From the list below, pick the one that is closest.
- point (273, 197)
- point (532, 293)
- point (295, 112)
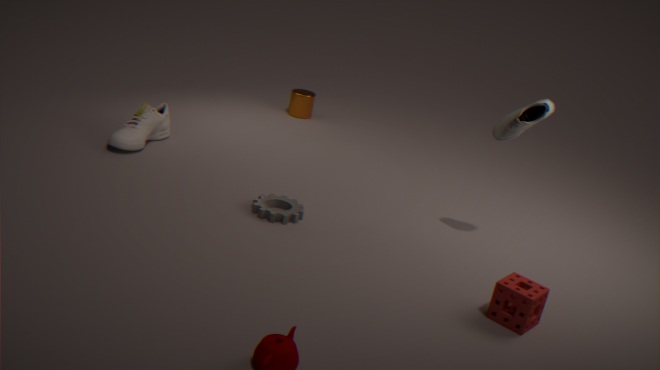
point (532, 293)
